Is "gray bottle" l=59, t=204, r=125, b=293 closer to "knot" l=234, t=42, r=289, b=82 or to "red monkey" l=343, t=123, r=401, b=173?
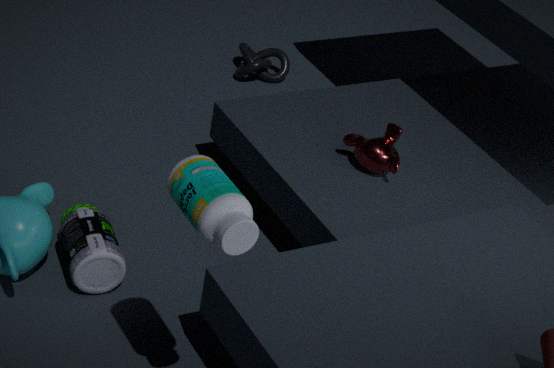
"red monkey" l=343, t=123, r=401, b=173
